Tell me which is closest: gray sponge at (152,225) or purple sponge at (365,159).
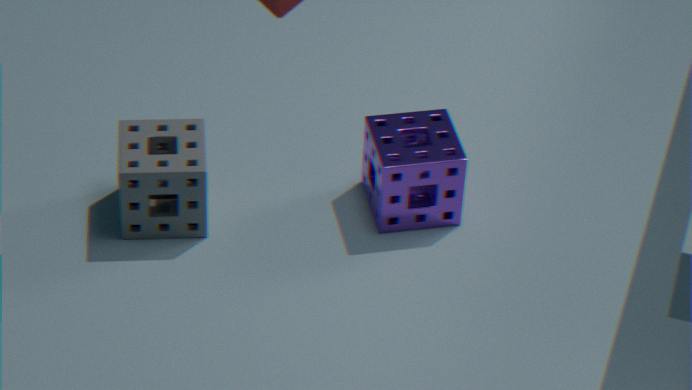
gray sponge at (152,225)
